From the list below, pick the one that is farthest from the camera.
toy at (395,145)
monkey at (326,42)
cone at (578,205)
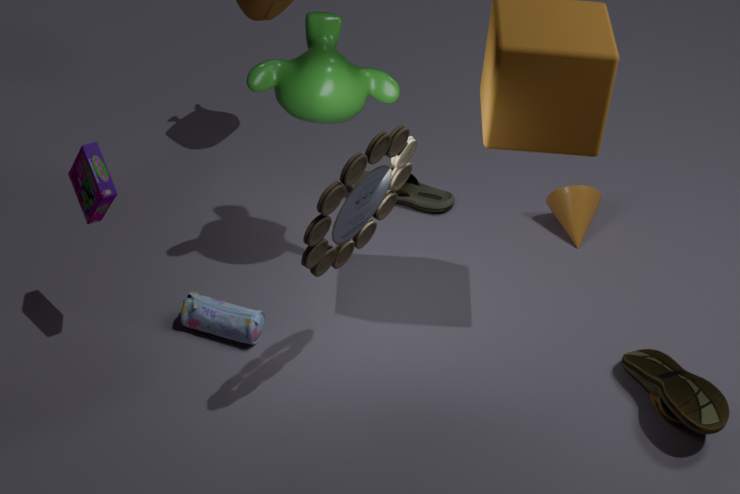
cone at (578,205)
